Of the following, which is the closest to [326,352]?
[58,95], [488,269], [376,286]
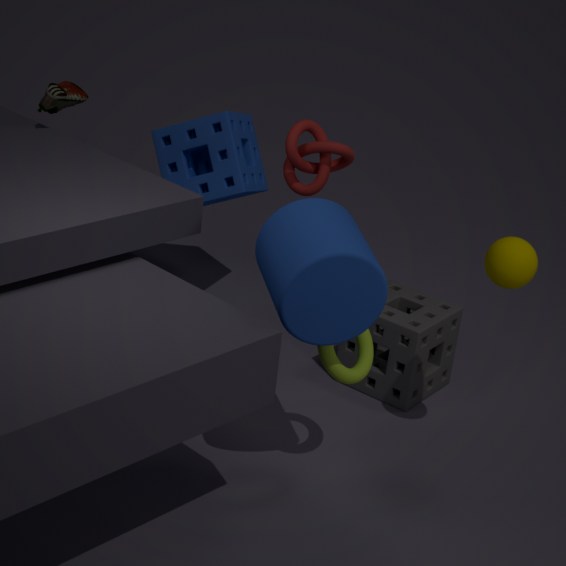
[376,286]
